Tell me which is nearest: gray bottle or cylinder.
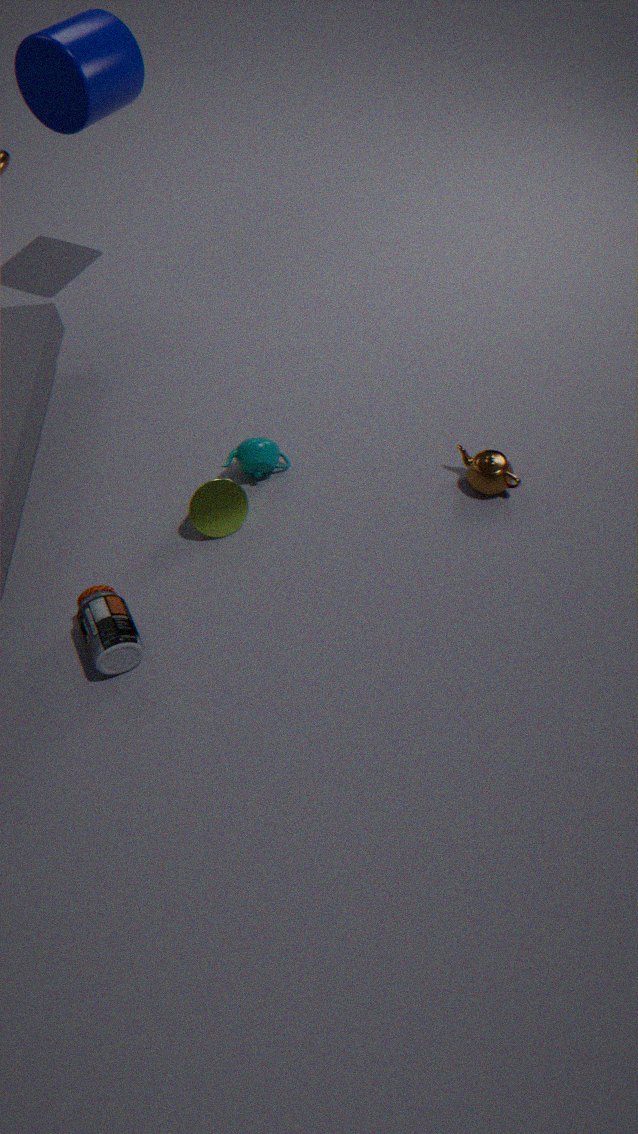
gray bottle
